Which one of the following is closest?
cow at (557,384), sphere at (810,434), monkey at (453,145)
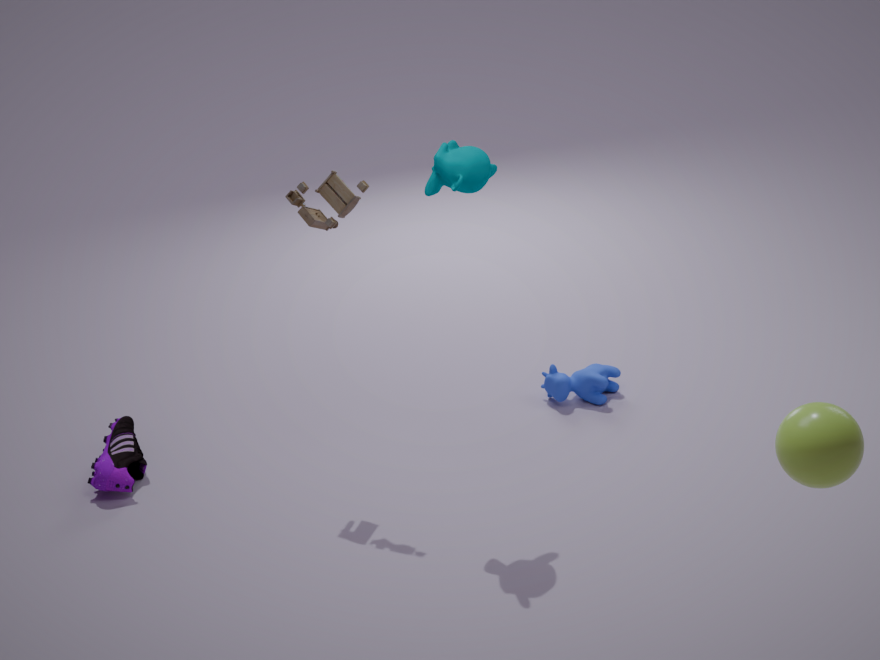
sphere at (810,434)
